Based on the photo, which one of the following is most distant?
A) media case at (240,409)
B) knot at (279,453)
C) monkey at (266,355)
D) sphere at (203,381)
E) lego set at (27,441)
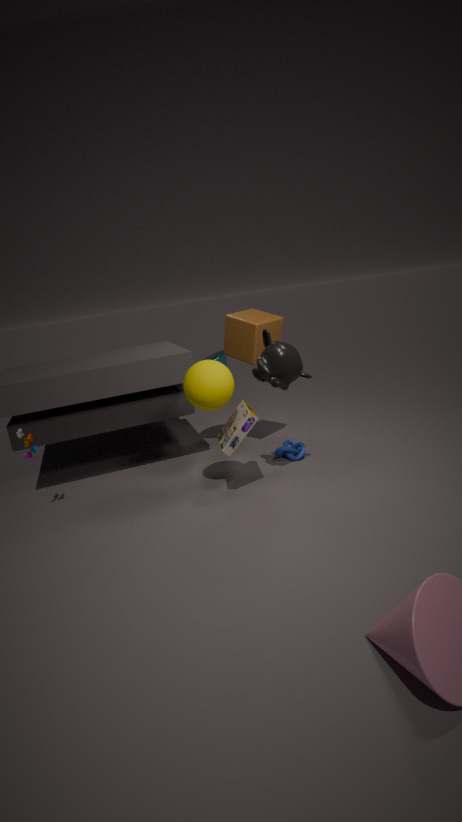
knot at (279,453)
